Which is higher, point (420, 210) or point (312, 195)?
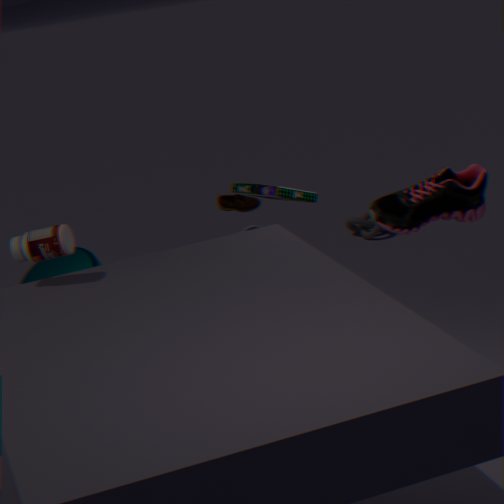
point (420, 210)
